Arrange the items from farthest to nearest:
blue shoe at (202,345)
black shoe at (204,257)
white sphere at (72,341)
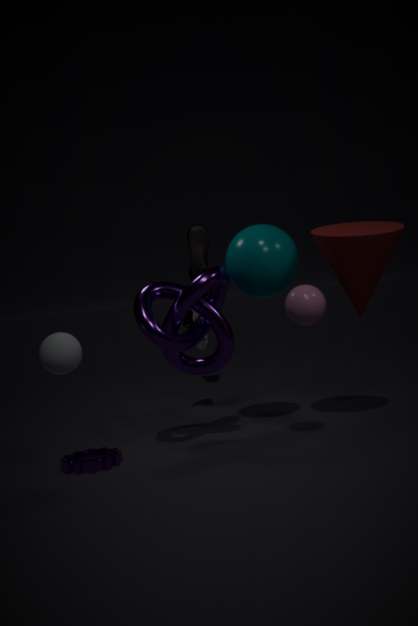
black shoe at (204,257)
blue shoe at (202,345)
white sphere at (72,341)
